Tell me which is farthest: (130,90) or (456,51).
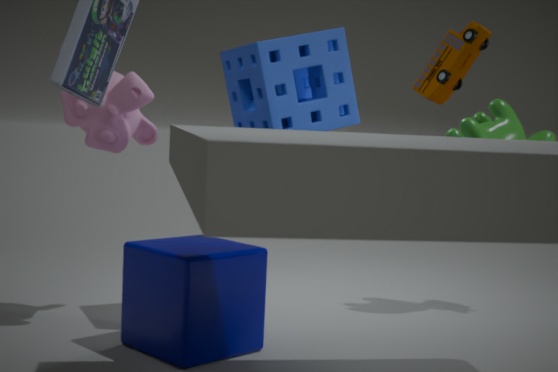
(130,90)
